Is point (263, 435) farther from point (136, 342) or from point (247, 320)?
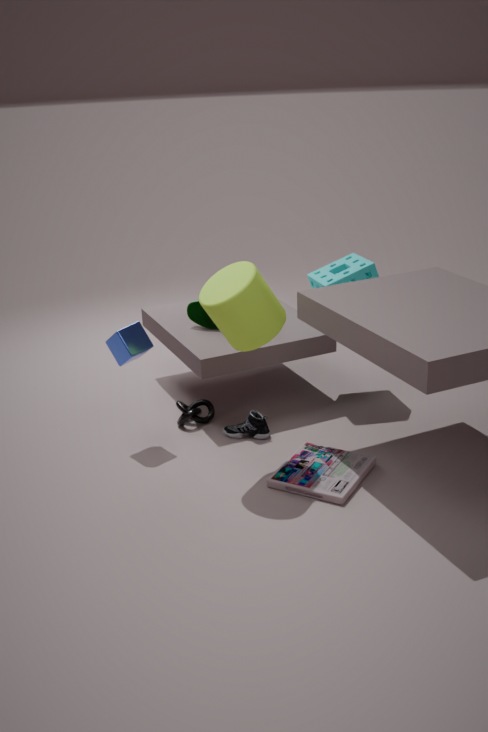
point (247, 320)
